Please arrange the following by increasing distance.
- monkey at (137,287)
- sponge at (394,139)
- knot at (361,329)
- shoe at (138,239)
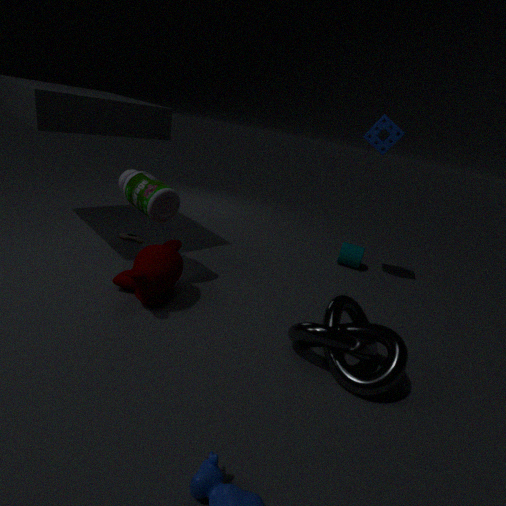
knot at (361,329), monkey at (137,287), sponge at (394,139), shoe at (138,239)
